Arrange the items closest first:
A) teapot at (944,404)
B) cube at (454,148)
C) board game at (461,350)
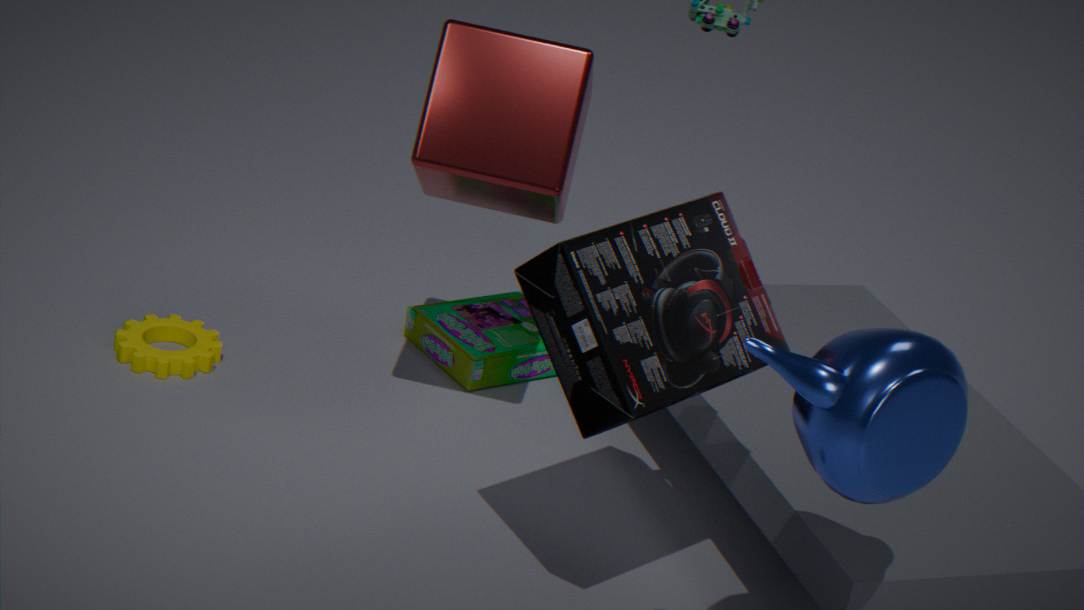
teapot at (944,404), cube at (454,148), board game at (461,350)
